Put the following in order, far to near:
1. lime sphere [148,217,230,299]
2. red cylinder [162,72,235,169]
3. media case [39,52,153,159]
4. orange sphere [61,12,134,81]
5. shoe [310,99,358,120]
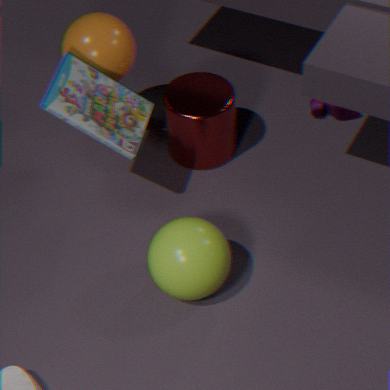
shoe [310,99,358,120] → red cylinder [162,72,235,169] → orange sphere [61,12,134,81] → media case [39,52,153,159] → lime sphere [148,217,230,299]
